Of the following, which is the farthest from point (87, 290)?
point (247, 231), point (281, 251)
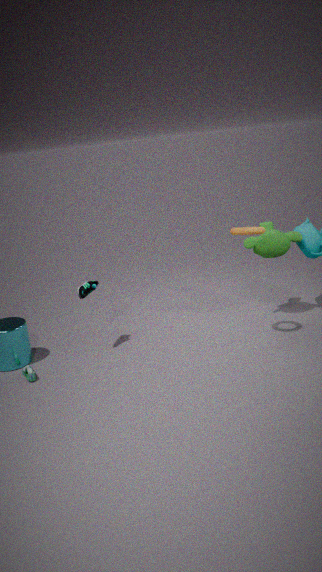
point (281, 251)
